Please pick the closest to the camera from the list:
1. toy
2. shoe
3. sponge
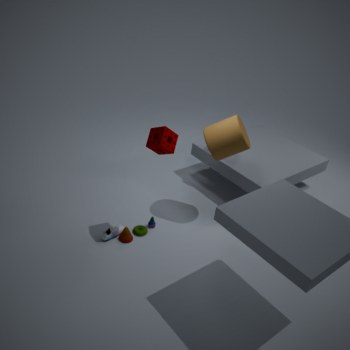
sponge
